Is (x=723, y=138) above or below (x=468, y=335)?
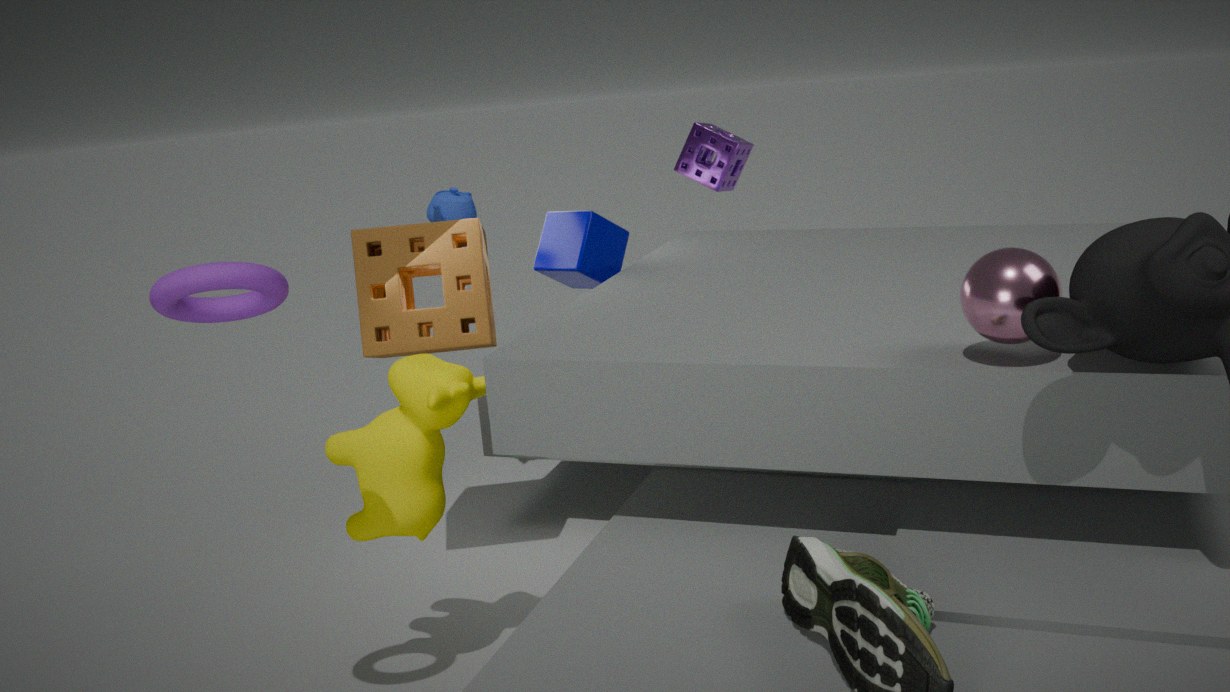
above
